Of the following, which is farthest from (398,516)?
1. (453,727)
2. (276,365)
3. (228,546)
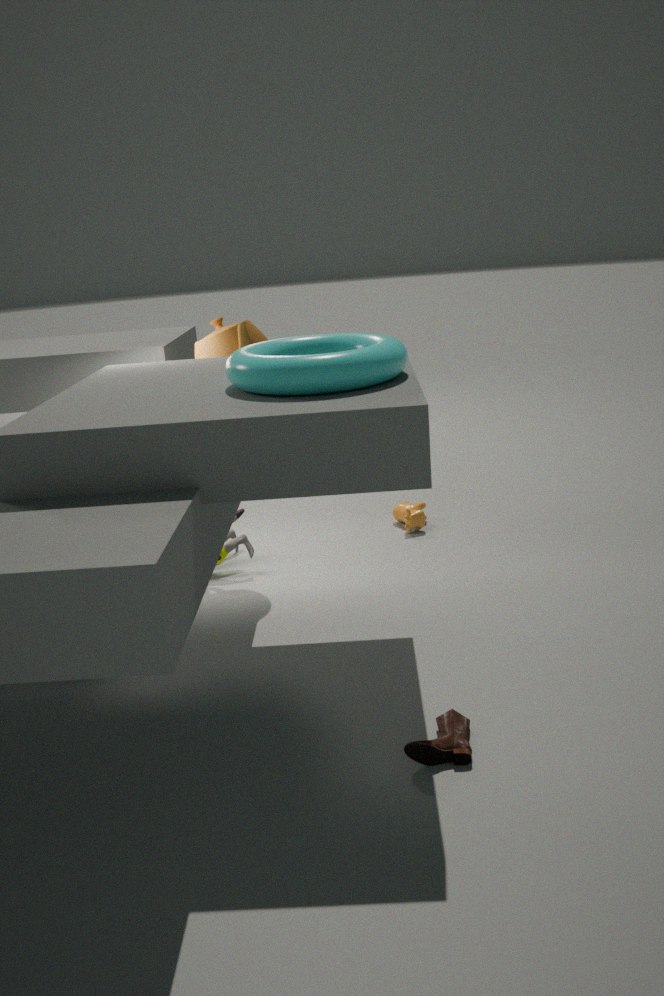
(453,727)
